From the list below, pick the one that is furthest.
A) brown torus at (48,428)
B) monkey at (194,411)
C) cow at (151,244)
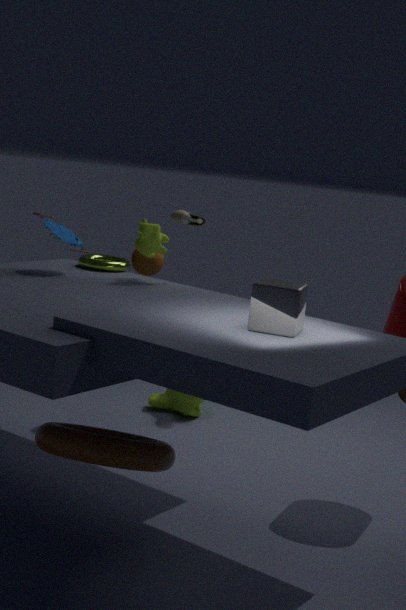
monkey at (194,411)
